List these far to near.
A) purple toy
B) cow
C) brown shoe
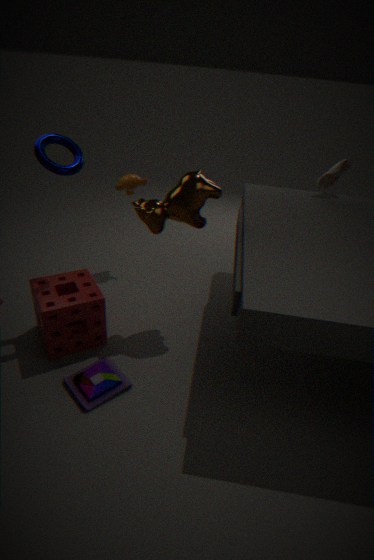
brown shoe
cow
purple toy
